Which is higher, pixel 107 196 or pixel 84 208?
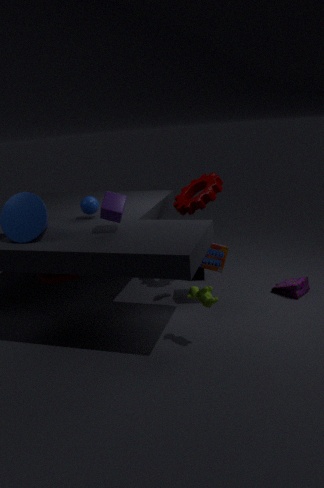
pixel 107 196
